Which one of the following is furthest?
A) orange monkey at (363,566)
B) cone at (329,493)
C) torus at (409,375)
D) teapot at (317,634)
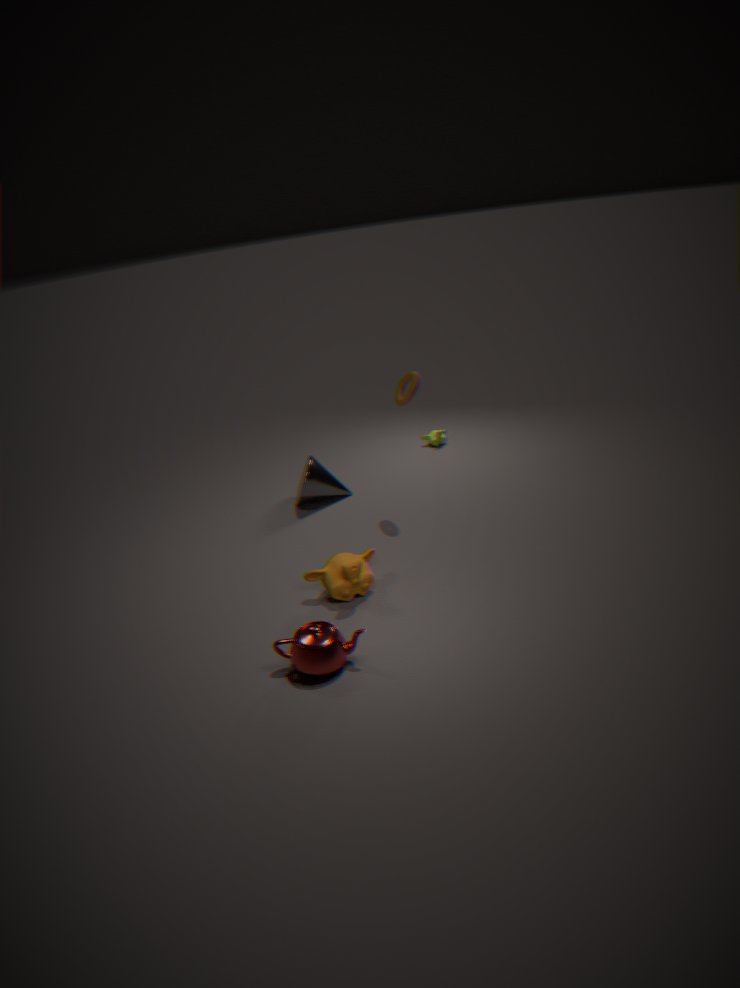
cone at (329,493)
